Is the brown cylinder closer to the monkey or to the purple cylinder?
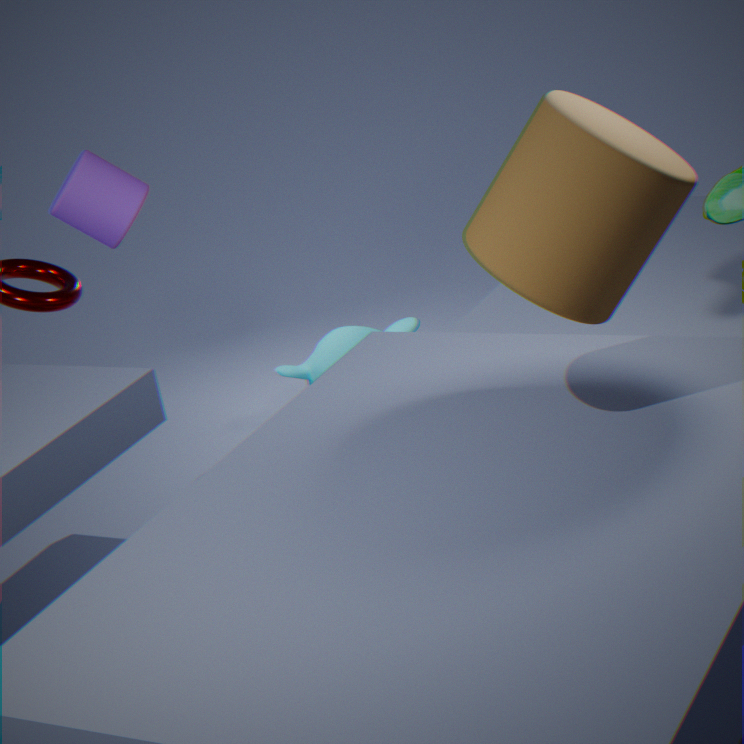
the purple cylinder
